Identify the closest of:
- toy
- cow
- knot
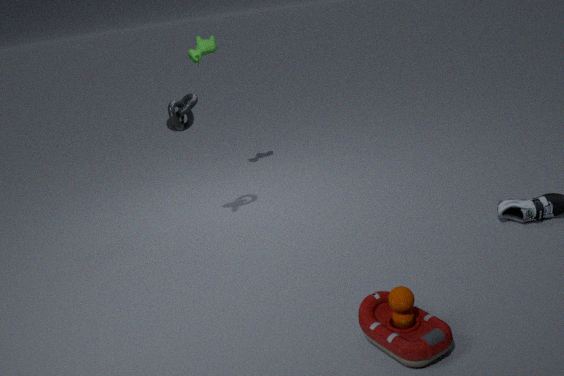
toy
